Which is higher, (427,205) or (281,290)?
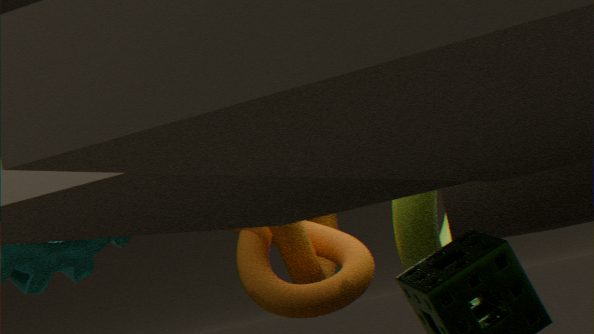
(427,205)
